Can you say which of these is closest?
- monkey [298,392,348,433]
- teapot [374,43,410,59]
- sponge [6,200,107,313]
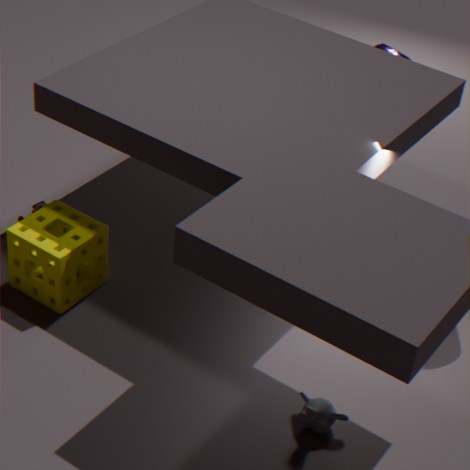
monkey [298,392,348,433]
